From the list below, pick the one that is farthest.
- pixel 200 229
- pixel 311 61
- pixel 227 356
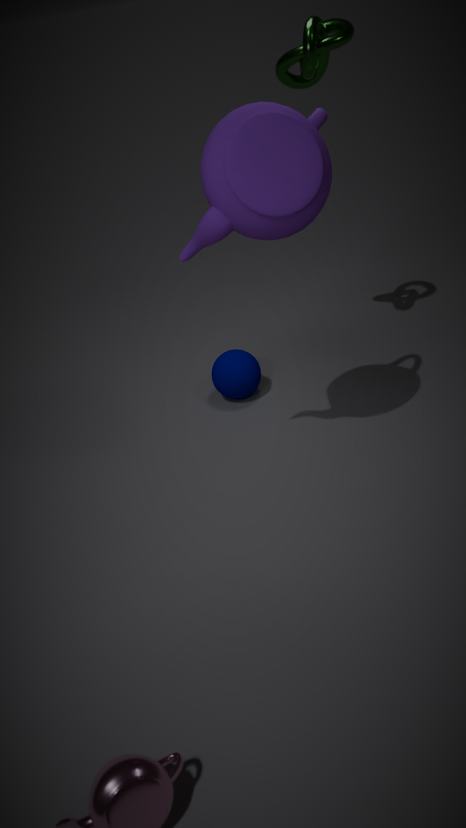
pixel 227 356
